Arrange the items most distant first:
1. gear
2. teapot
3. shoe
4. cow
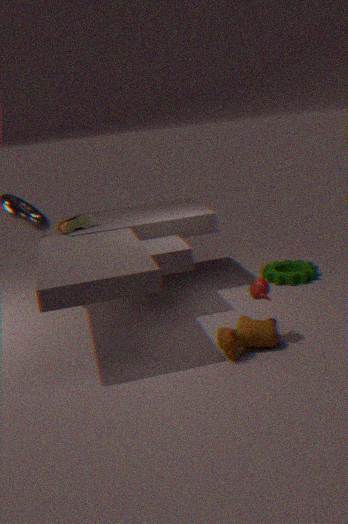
gear < shoe < teapot < cow
